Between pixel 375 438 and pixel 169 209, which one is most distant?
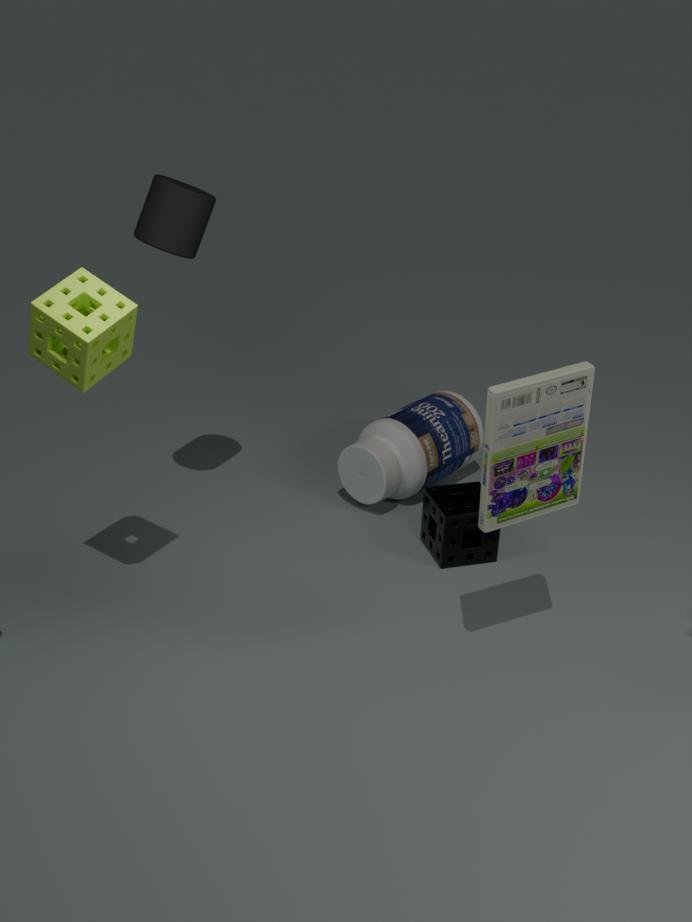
pixel 375 438
